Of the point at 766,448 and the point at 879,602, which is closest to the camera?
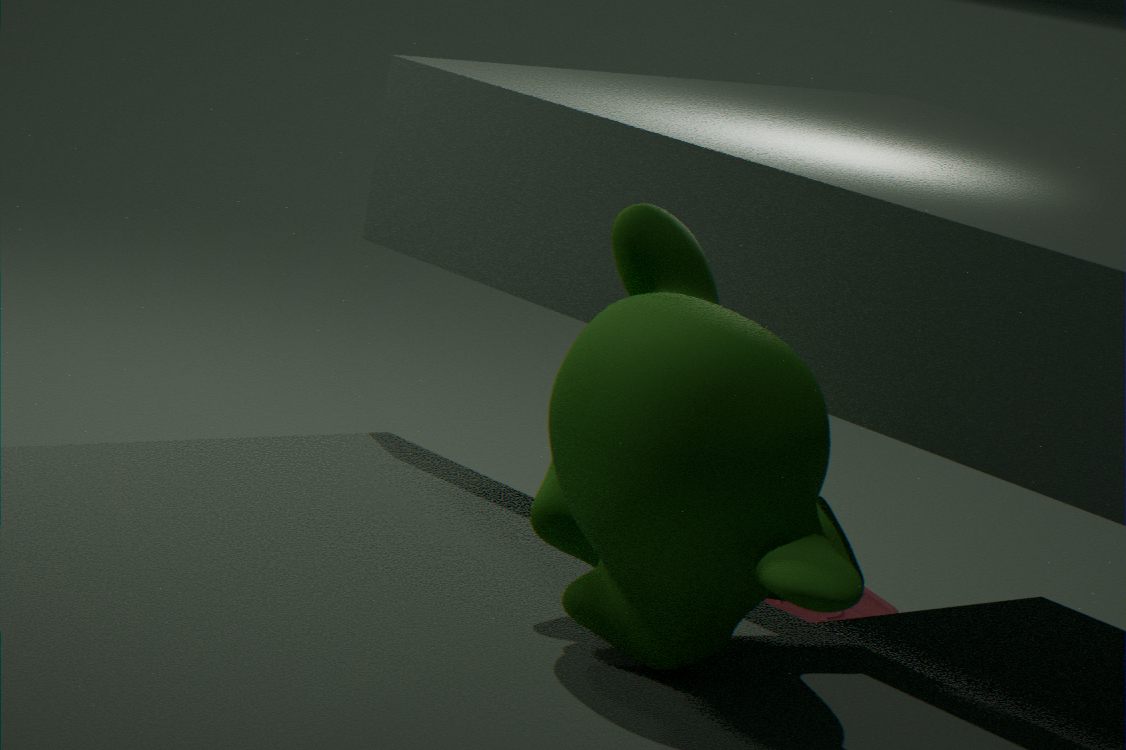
the point at 766,448
